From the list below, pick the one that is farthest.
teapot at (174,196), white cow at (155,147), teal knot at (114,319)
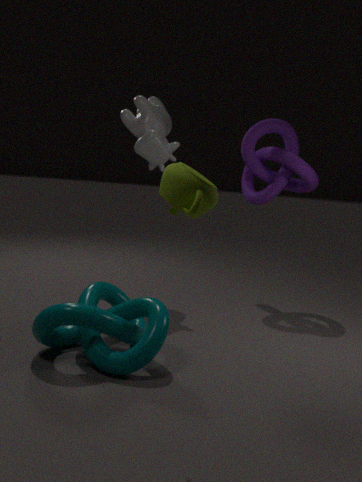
white cow at (155,147)
